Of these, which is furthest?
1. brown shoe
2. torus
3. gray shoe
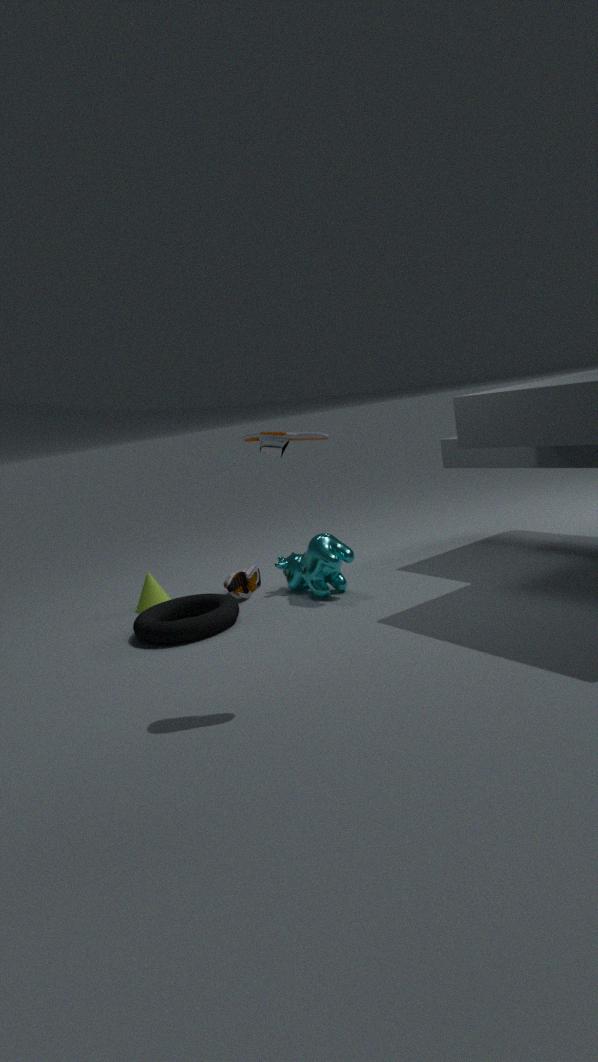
brown shoe
